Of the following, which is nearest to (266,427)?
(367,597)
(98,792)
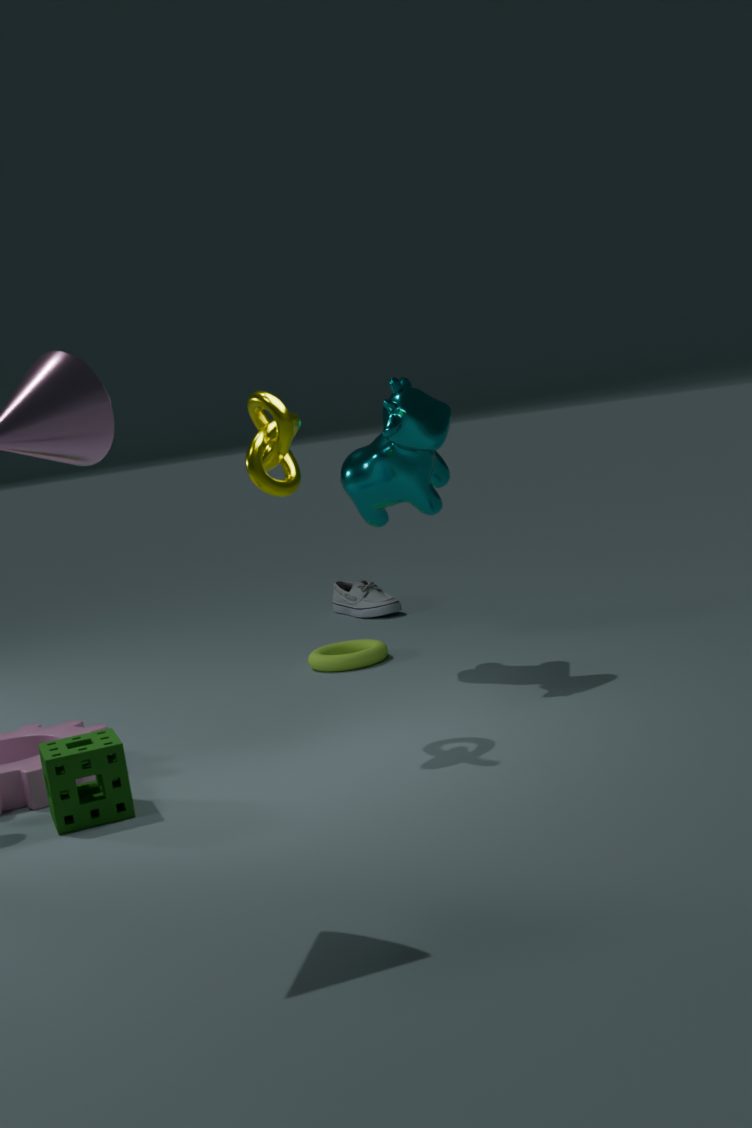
(98,792)
